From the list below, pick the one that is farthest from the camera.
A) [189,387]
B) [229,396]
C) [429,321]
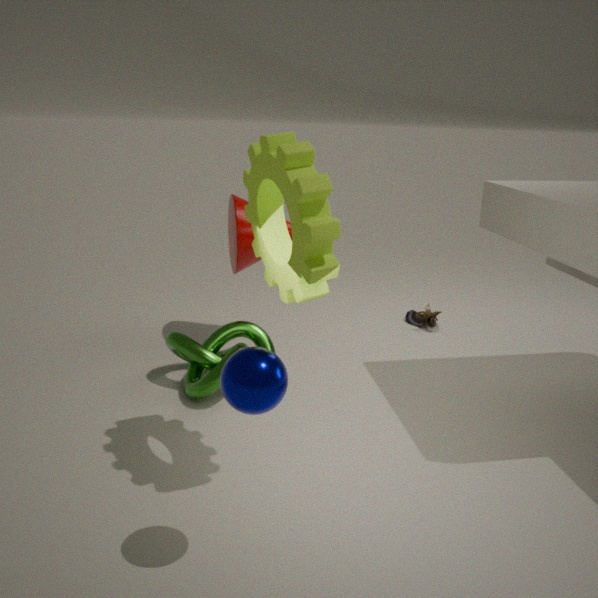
[429,321]
